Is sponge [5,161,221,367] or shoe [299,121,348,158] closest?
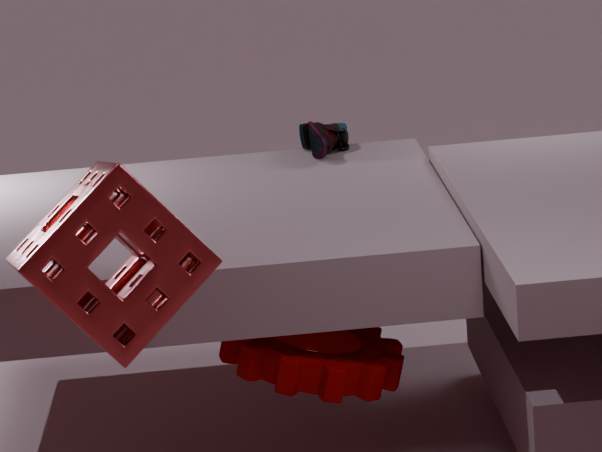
sponge [5,161,221,367]
